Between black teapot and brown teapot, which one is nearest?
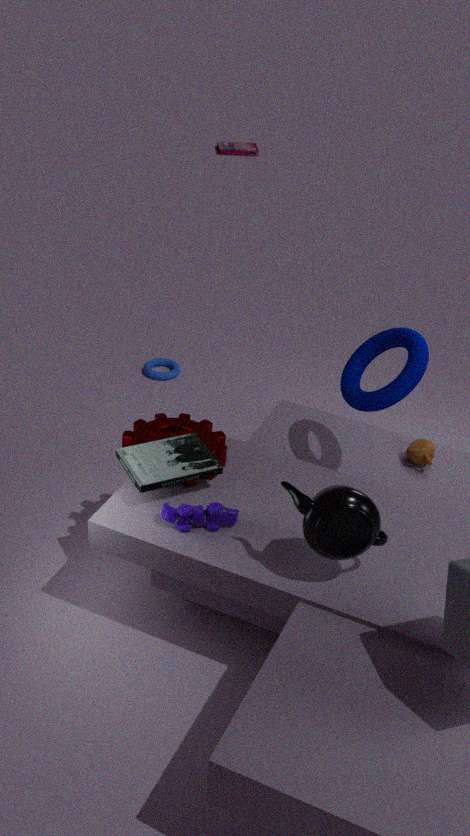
black teapot
